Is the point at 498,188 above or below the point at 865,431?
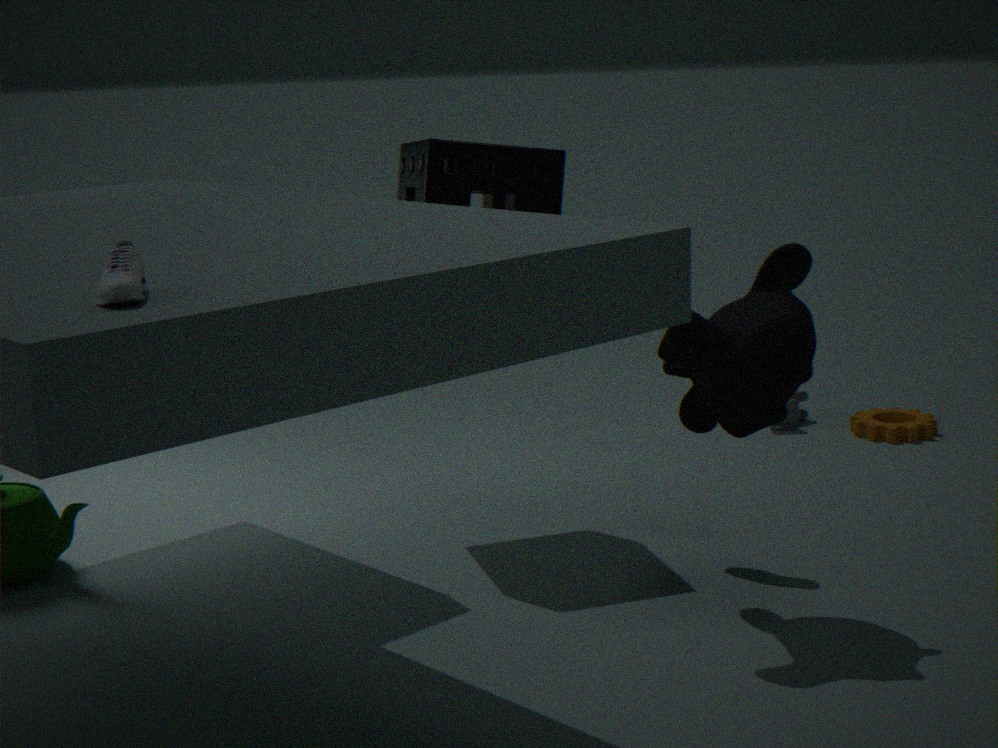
above
